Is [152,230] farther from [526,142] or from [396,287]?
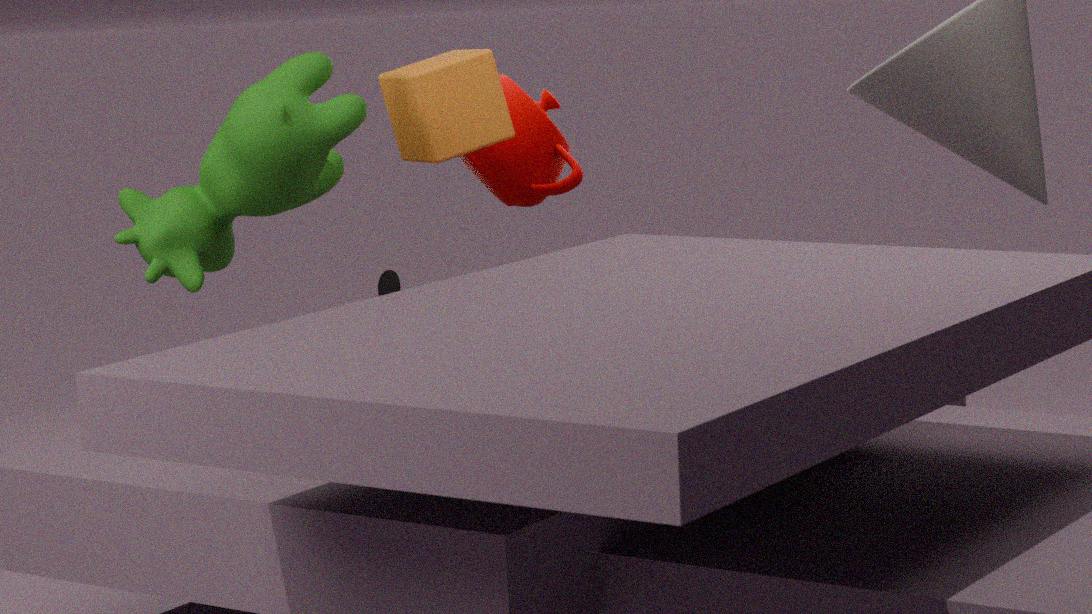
[526,142]
